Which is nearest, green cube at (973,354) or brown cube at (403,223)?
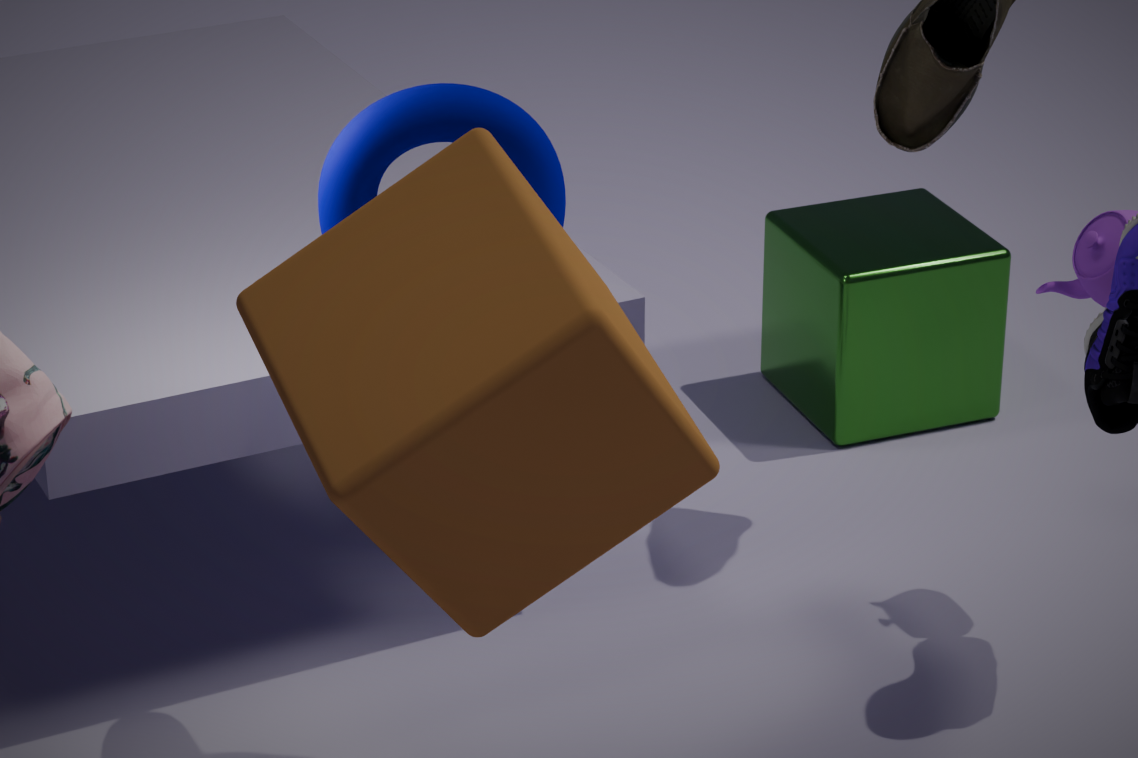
brown cube at (403,223)
